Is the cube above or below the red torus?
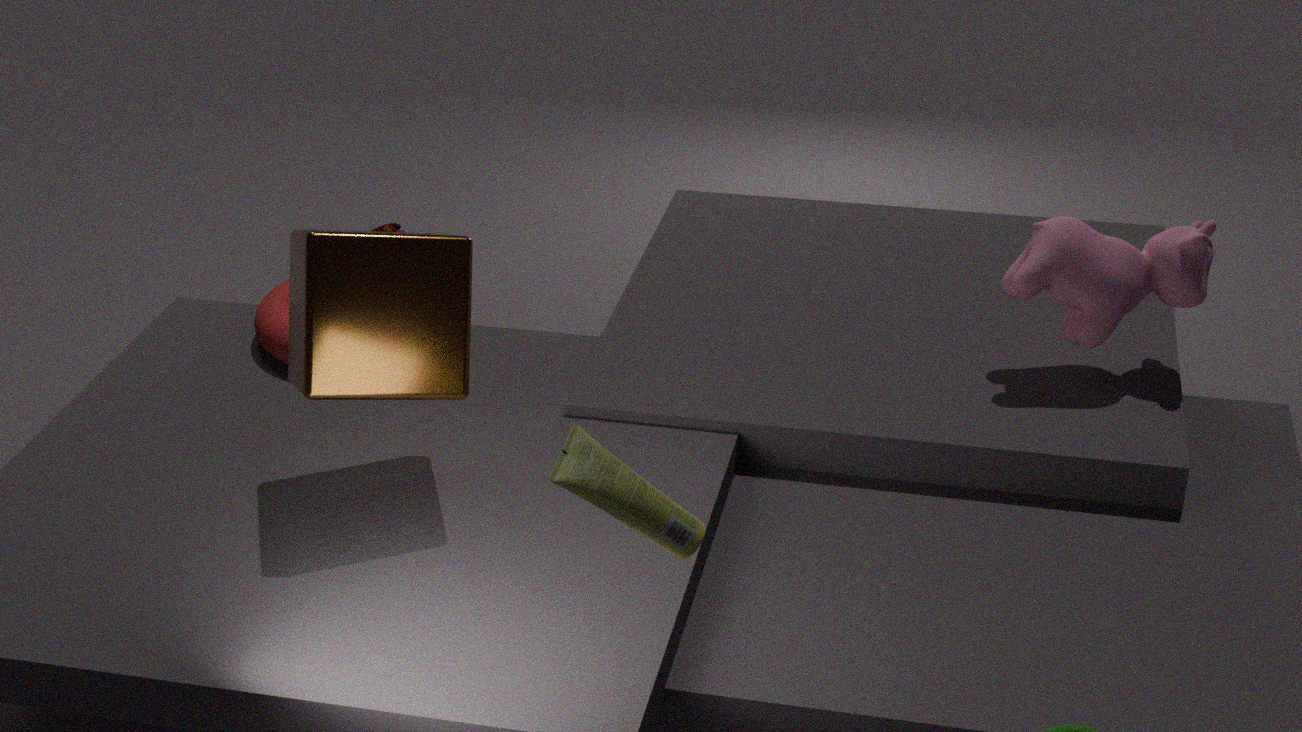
above
